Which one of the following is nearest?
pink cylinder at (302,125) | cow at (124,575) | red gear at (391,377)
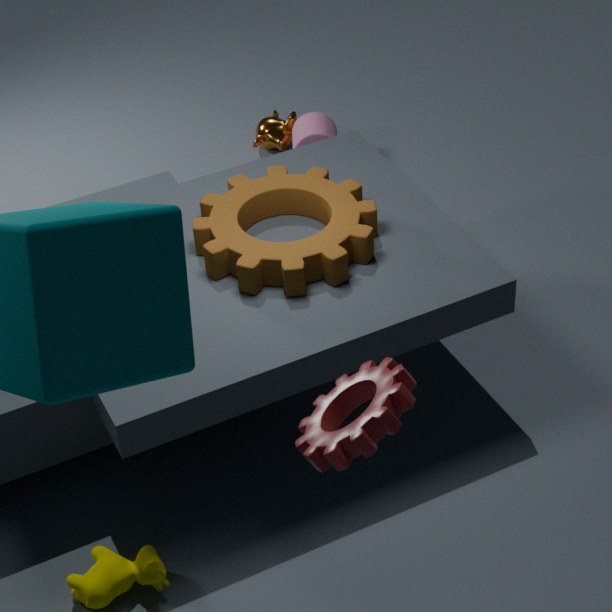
red gear at (391,377)
